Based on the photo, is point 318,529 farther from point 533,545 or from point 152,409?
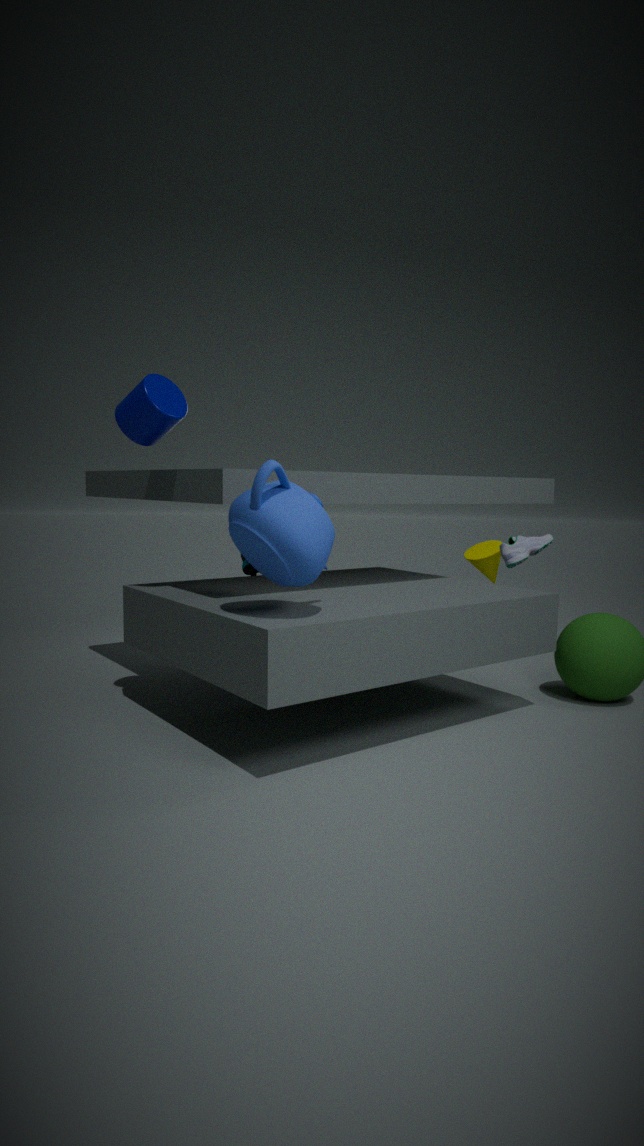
point 533,545
